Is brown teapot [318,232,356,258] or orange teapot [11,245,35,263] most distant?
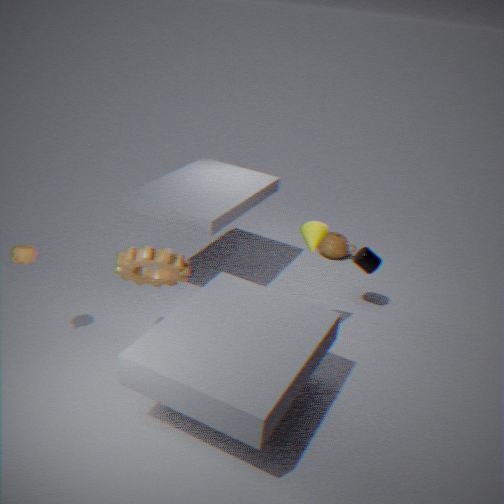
brown teapot [318,232,356,258]
